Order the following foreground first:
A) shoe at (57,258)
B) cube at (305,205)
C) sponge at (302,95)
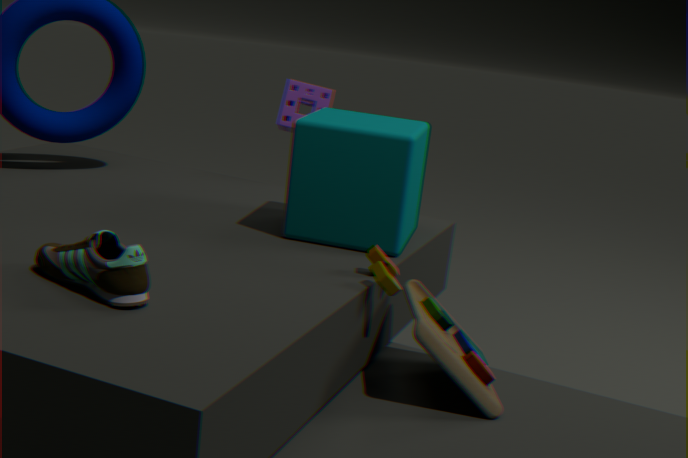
shoe at (57,258) → cube at (305,205) → sponge at (302,95)
